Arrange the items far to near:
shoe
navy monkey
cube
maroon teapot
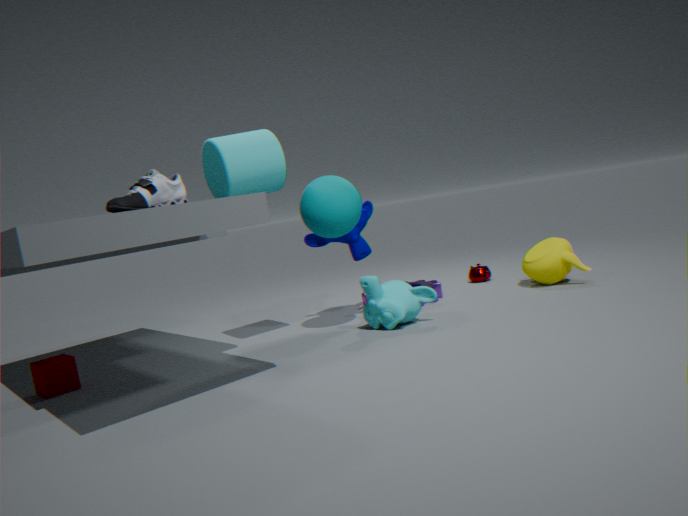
maroon teapot
navy monkey
cube
shoe
